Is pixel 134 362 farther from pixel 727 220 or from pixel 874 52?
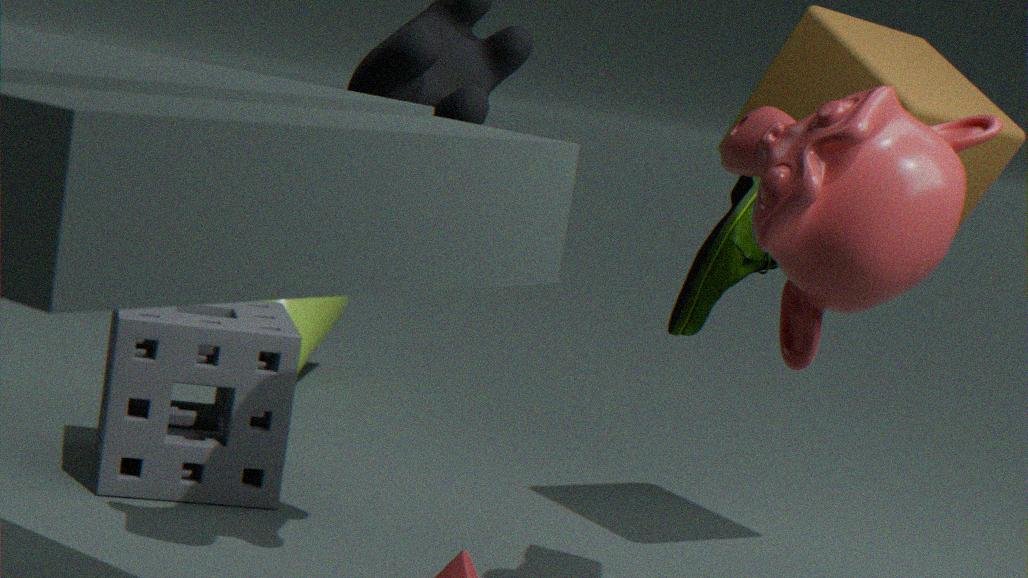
pixel 874 52
